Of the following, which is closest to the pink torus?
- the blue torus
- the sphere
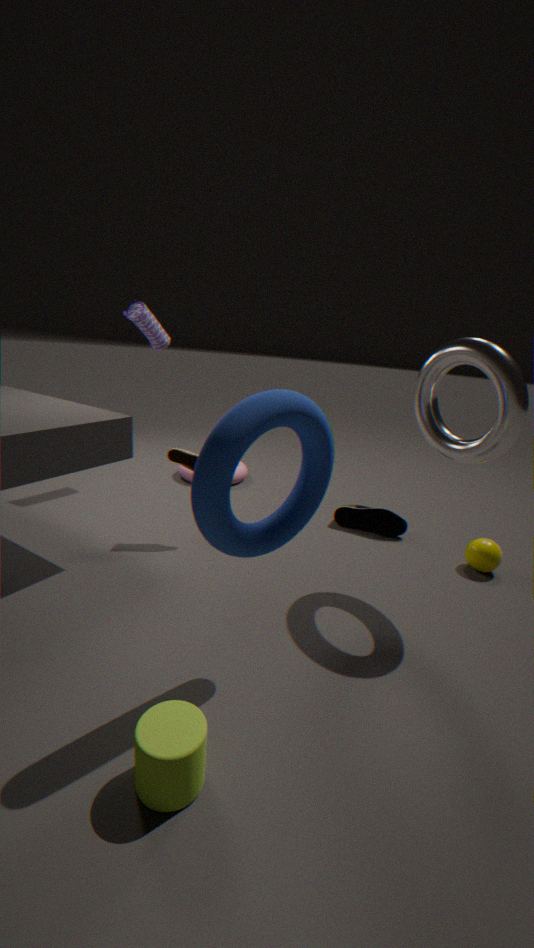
the sphere
